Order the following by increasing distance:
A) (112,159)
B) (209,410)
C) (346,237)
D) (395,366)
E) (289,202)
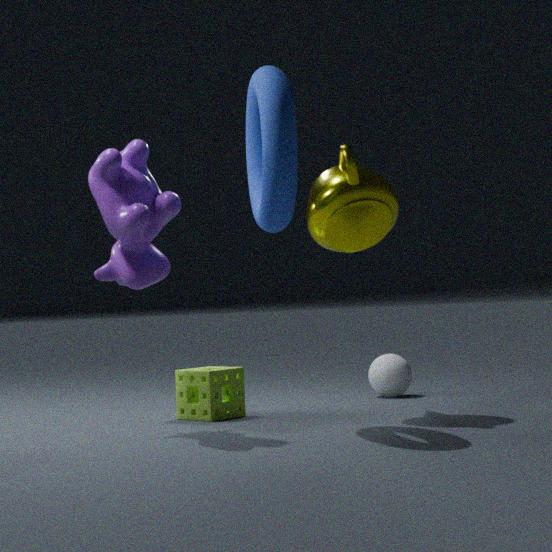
(289,202)
(112,159)
(346,237)
(209,410)
(395,366)
